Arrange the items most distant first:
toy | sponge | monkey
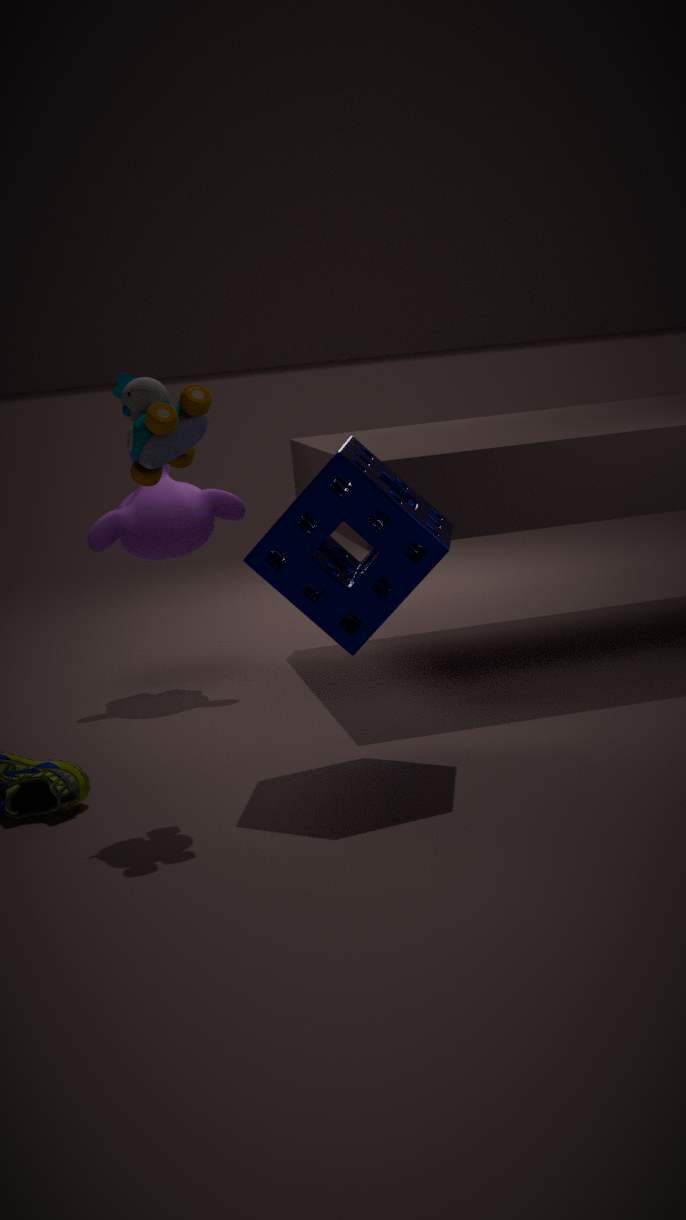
monkey, sponge, toy
